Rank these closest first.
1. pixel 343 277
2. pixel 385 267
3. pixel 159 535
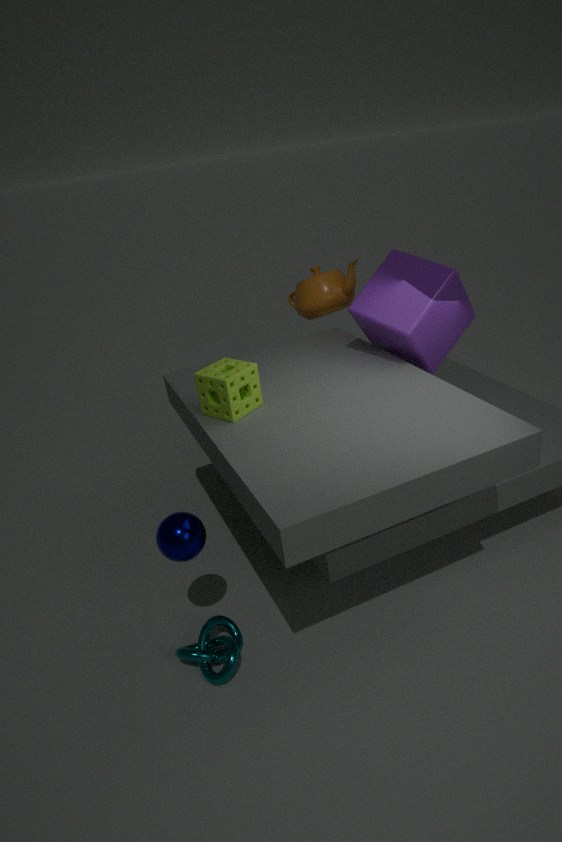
pixel 159 535, pixel 385 267, pixel 343 277
